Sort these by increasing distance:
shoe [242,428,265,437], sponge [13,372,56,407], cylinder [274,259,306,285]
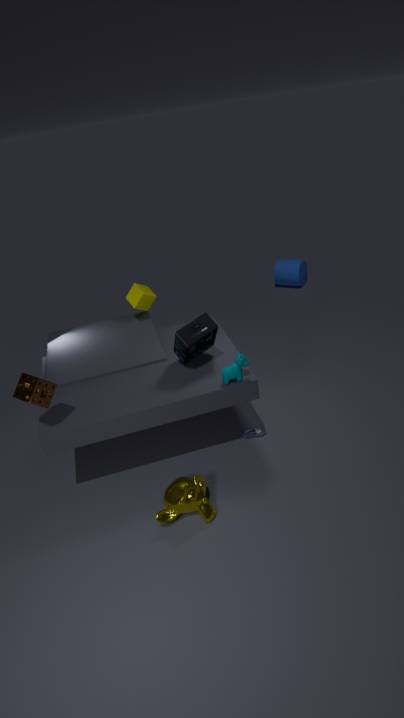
sponge [13,372,56,407] → shoe [242,428,265,437] → cylinder [274,259,306,285]
